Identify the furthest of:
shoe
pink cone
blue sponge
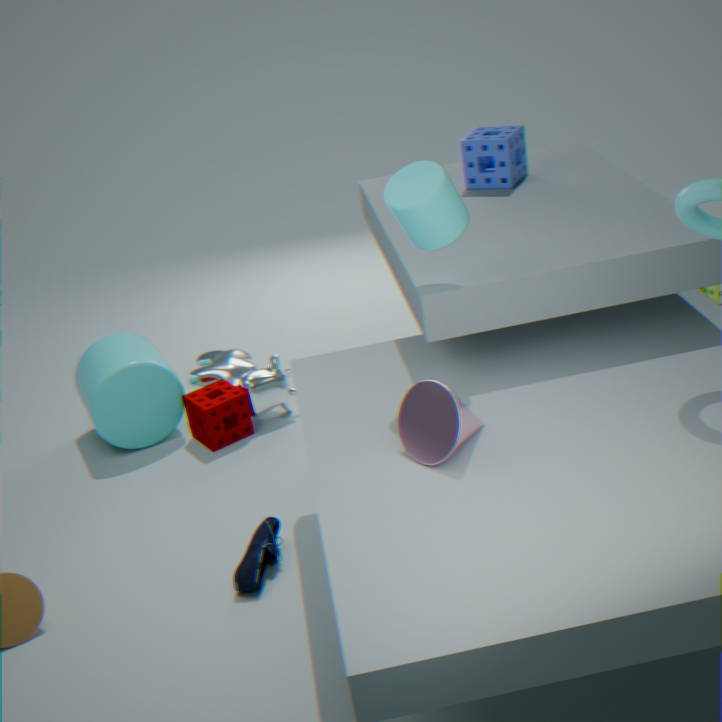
blue sponge
